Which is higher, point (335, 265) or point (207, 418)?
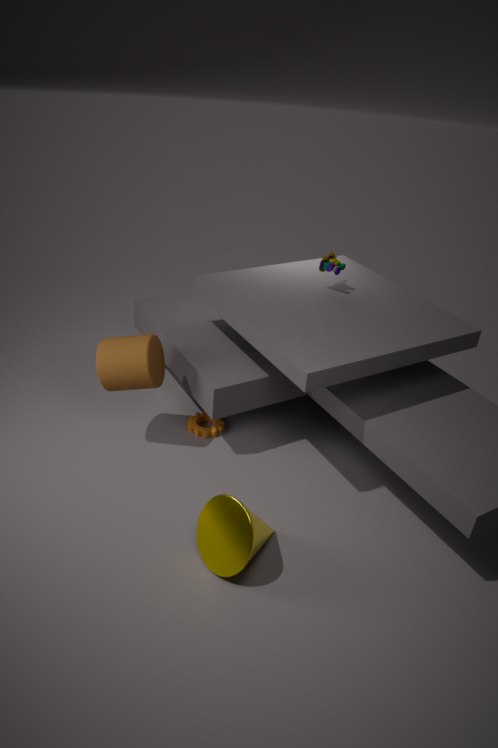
point (335, 265)
